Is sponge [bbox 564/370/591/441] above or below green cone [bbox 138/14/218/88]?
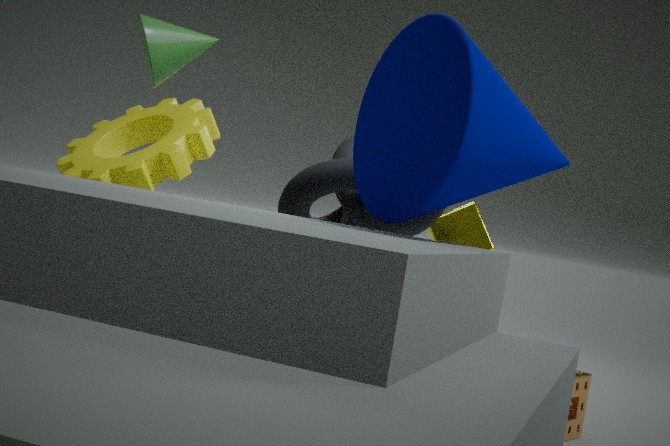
below
